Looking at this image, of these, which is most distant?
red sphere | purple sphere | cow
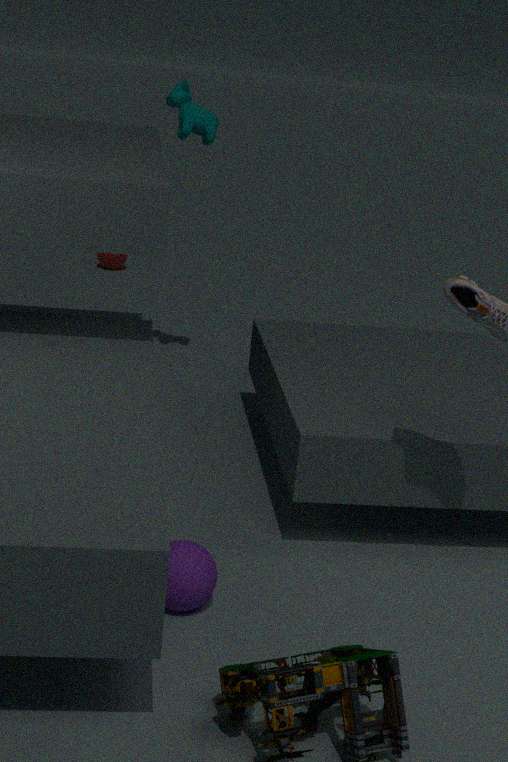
red sphere
